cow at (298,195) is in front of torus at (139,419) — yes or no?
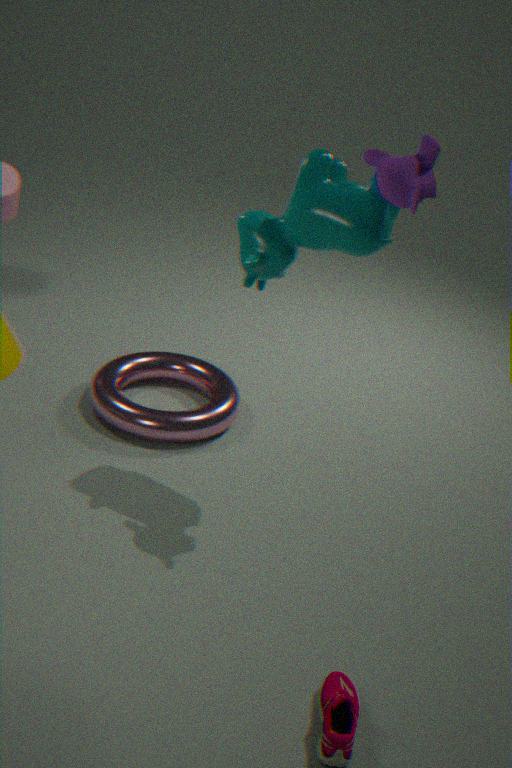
Yes
